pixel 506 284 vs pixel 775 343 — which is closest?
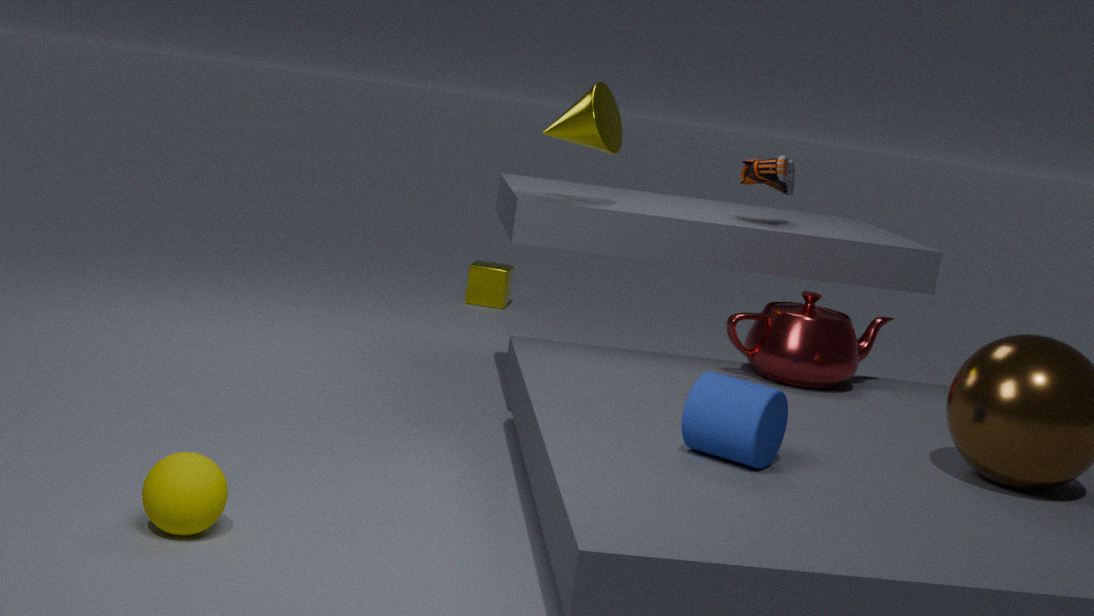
pixel 775 343
